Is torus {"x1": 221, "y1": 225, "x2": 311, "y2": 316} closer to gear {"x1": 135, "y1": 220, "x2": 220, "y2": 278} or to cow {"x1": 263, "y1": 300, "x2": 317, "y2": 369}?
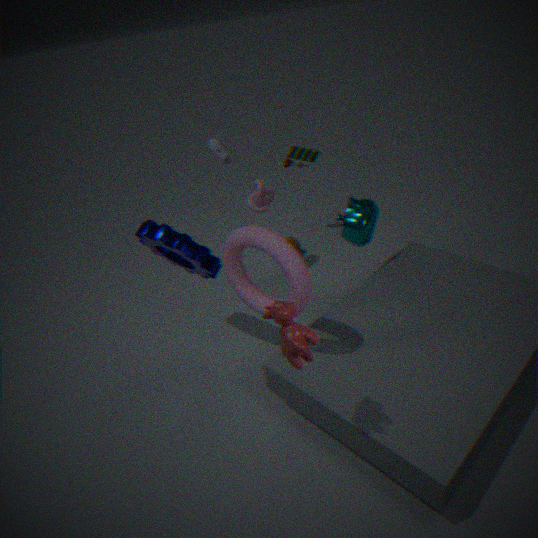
gear {"x1": 135, "y1": 220, "x2": 220, "y2": 278}
